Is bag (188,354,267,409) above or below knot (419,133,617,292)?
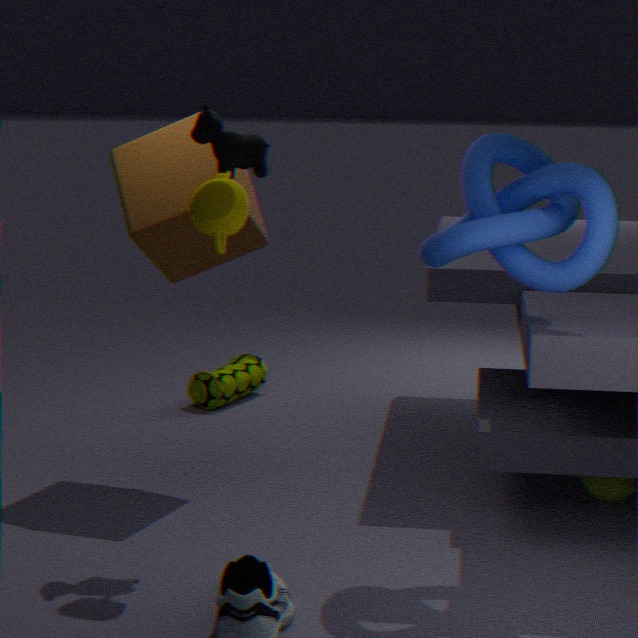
below
